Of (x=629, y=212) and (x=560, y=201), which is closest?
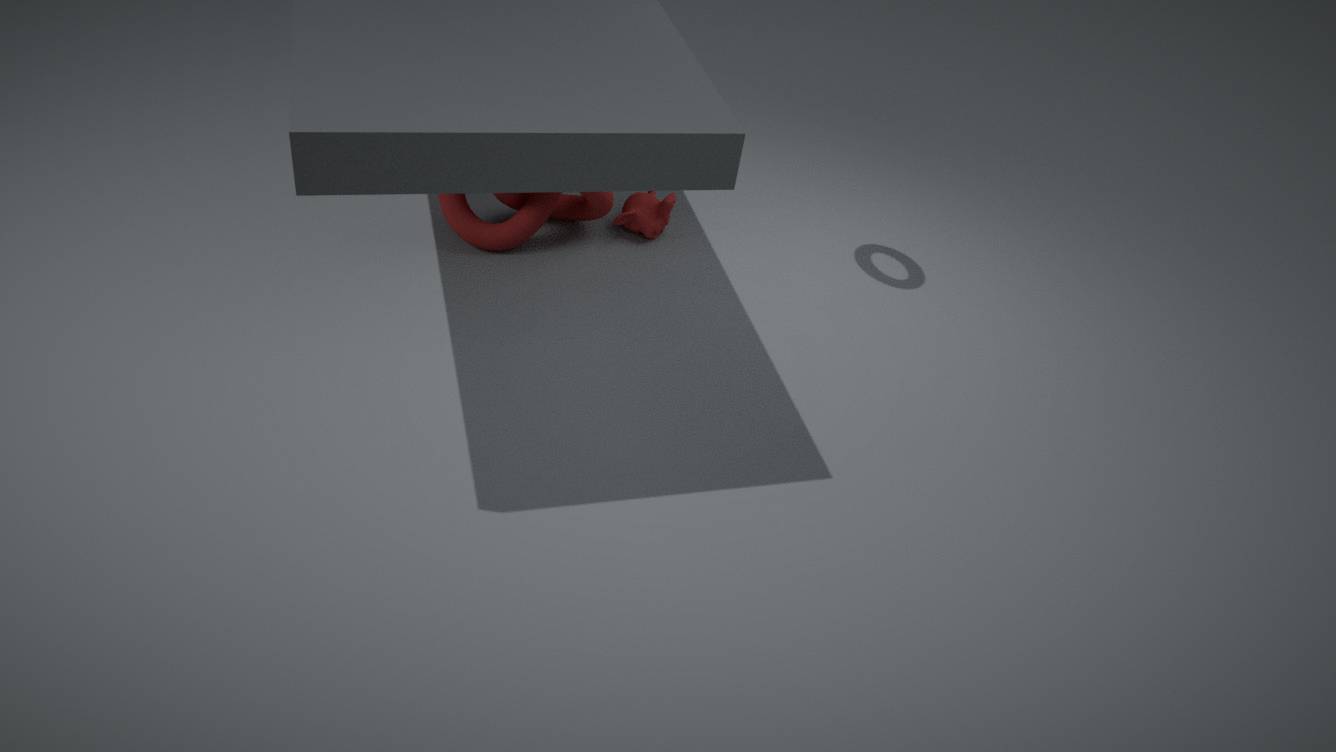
(x=629, y=212)
